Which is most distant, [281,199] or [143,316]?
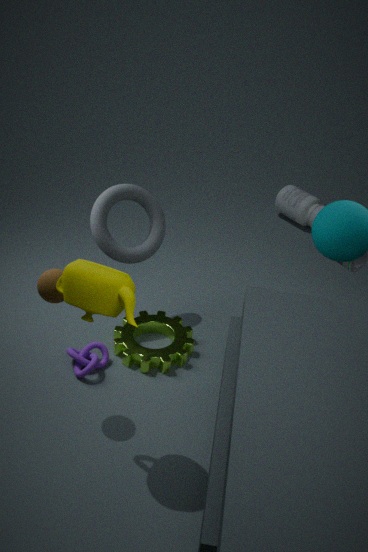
[281,199]
